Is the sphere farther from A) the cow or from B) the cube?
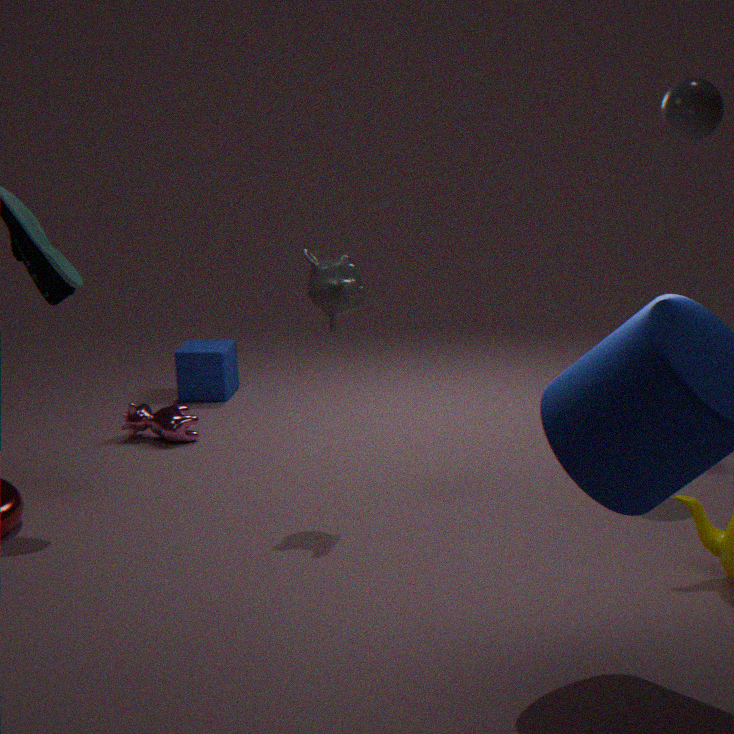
B) the cube
